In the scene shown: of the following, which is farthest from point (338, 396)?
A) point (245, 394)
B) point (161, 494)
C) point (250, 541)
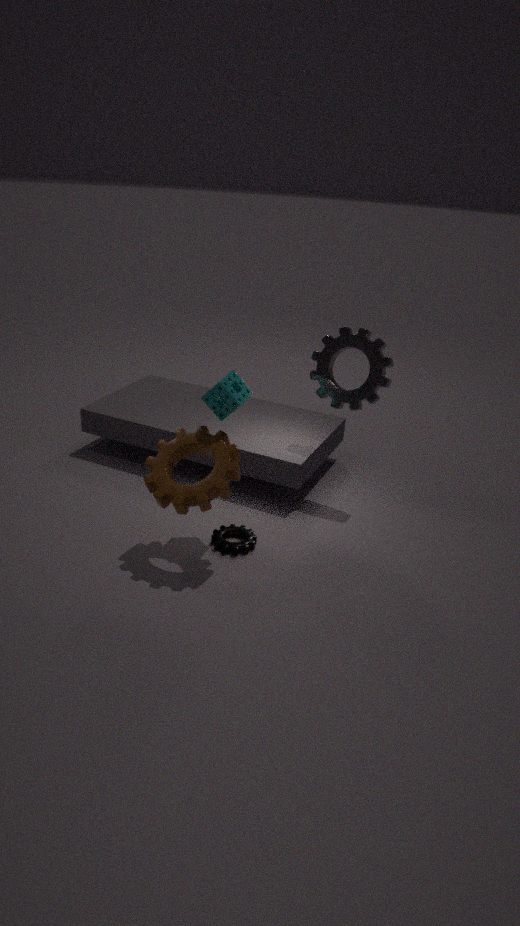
point (250, 541)
